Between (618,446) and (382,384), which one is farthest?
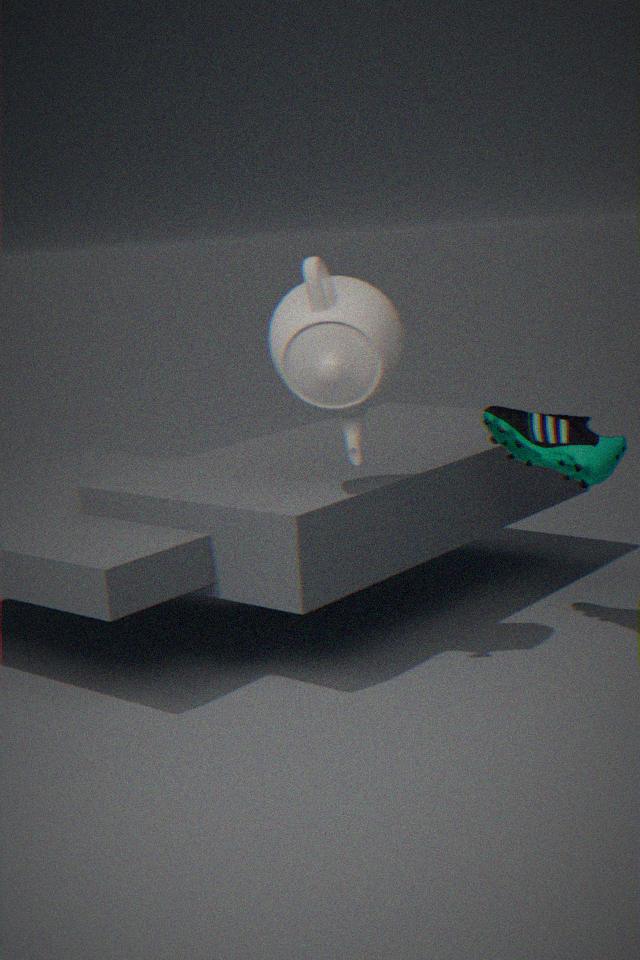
(618,446)
